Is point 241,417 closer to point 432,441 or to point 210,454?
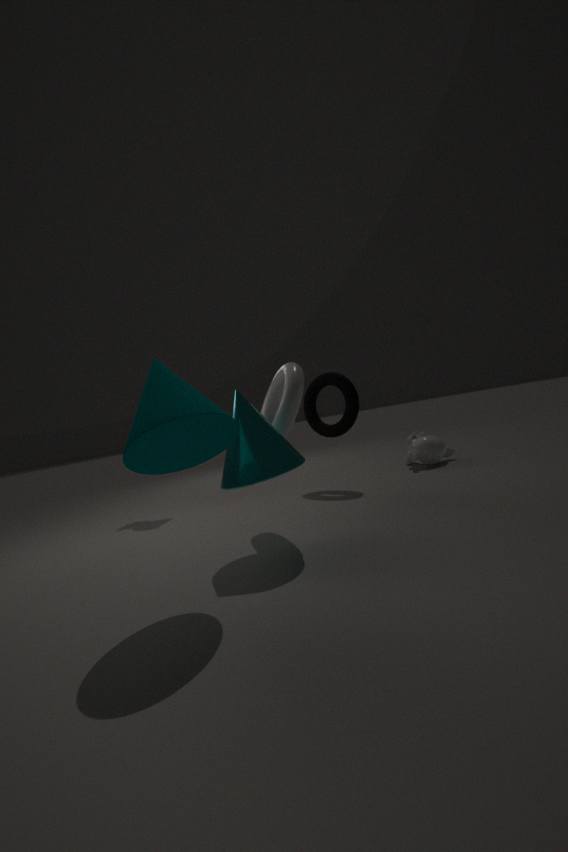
point 210,454
